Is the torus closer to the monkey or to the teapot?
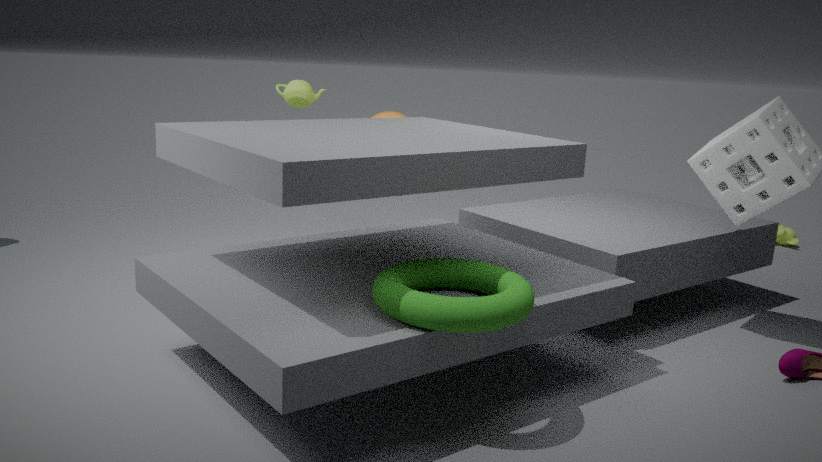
the teapot
